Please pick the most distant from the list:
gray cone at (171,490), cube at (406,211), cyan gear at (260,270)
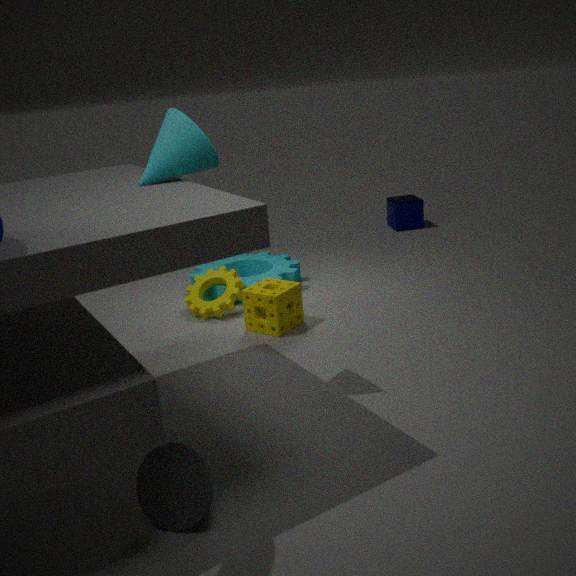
cube at (406,211)
